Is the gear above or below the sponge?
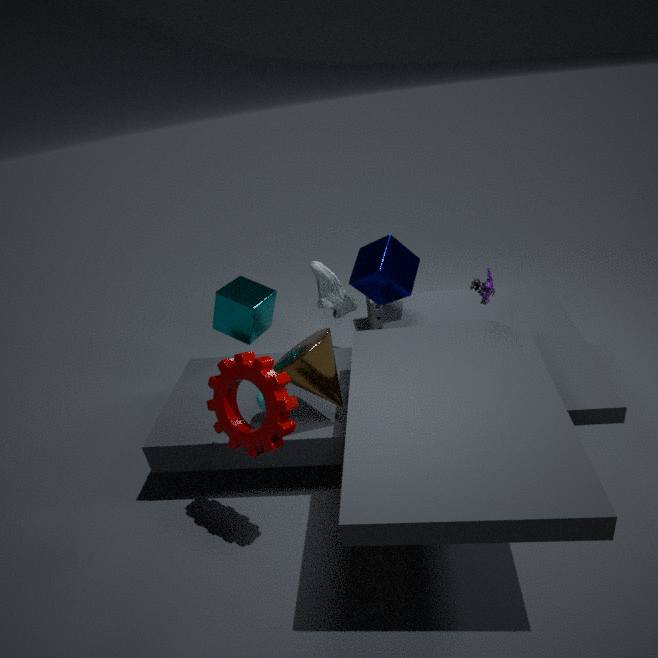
above
